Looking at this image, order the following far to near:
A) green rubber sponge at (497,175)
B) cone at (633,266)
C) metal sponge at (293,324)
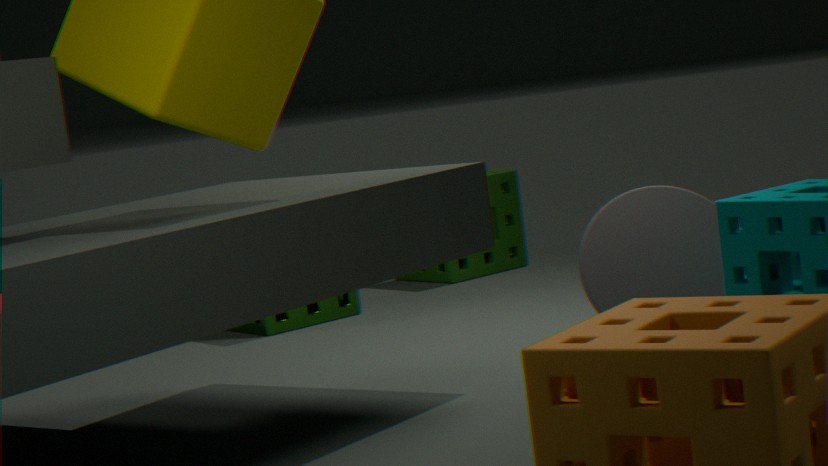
green rubber sponge at (497,175), metal sponge at (293,324), cone at (633,266)
